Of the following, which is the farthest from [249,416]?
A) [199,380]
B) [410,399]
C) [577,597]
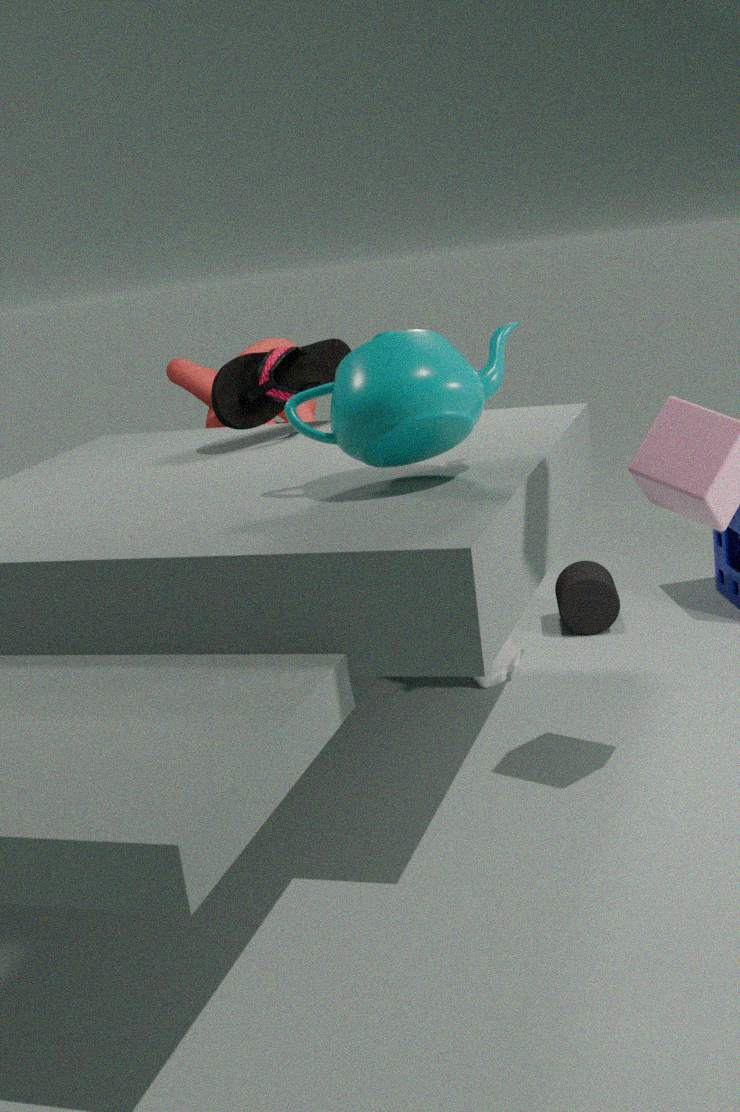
[577,597]
